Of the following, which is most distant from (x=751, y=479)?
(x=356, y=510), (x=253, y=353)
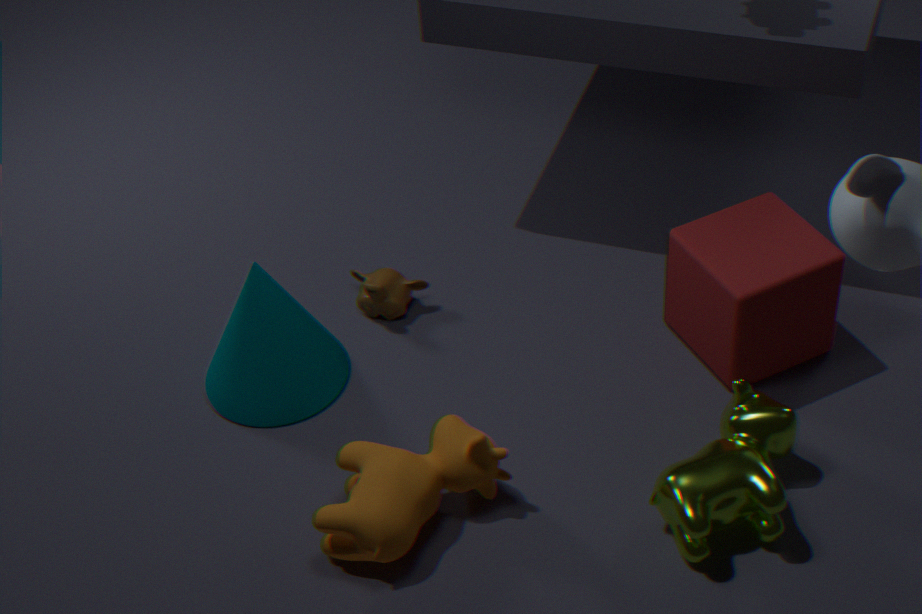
(x=253, y=353)
